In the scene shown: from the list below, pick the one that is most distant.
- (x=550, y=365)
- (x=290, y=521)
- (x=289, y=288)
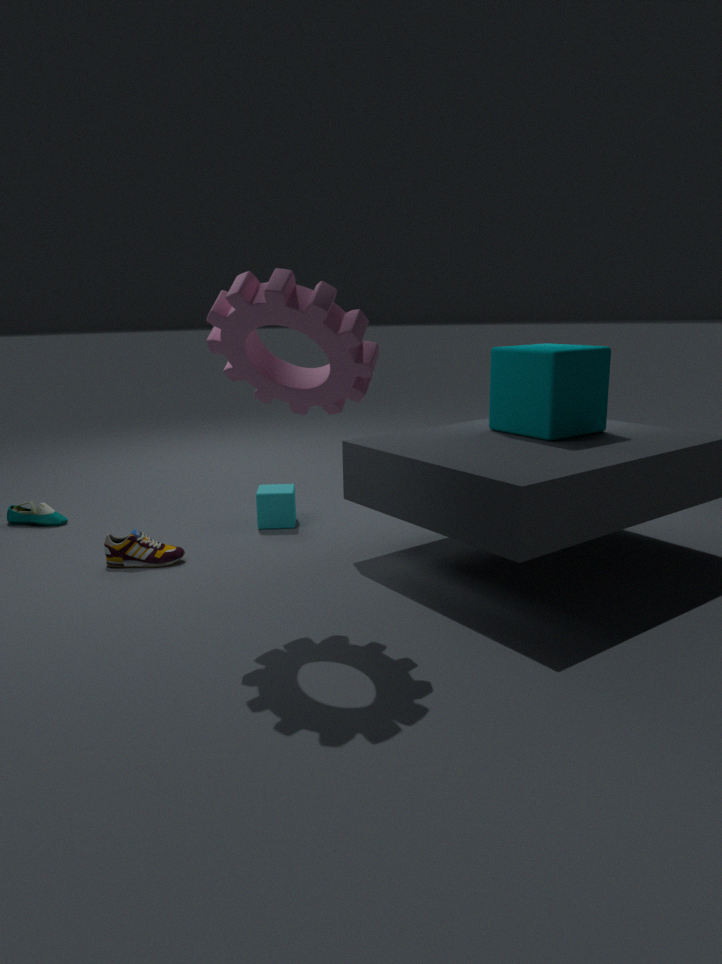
(x=290, y=521)
